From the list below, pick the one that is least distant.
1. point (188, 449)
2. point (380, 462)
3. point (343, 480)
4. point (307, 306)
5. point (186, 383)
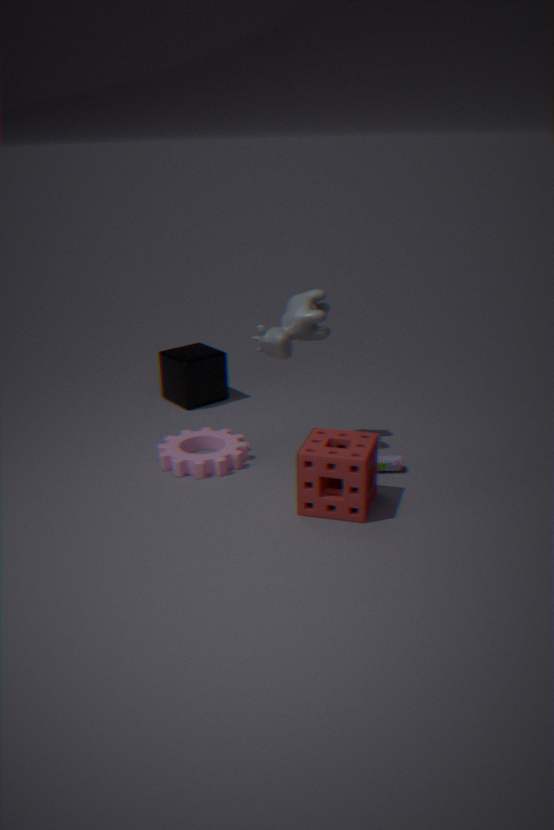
point (343, 480)
